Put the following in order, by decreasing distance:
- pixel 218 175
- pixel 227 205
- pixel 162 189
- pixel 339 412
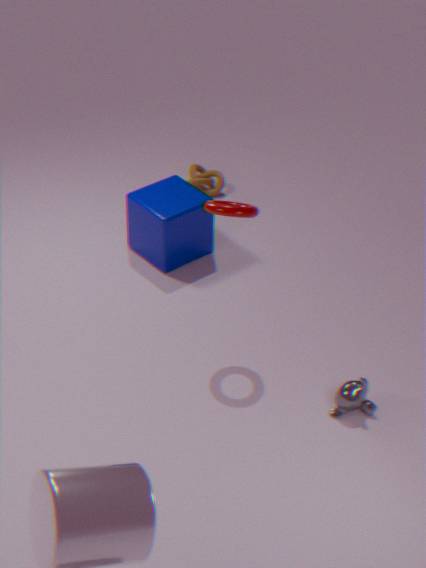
1. pixel 218 175
2. pixel 162 189
3. pixel 339 412
4. pixel 227 205
